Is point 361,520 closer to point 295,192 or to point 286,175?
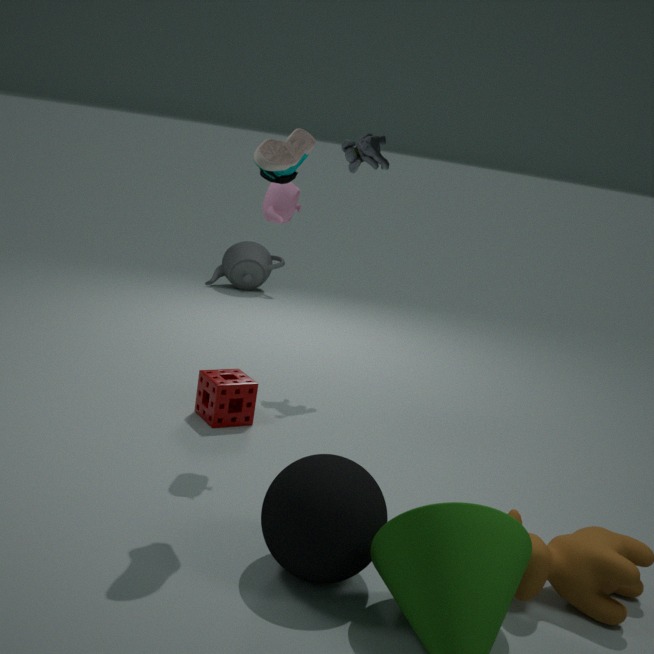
point 286,175
